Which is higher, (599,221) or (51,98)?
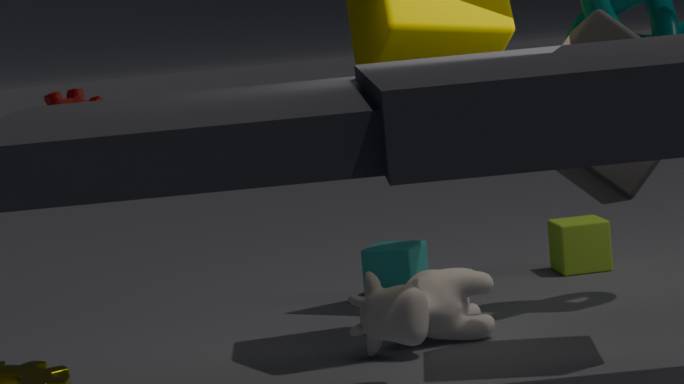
Answer: (51,98)
